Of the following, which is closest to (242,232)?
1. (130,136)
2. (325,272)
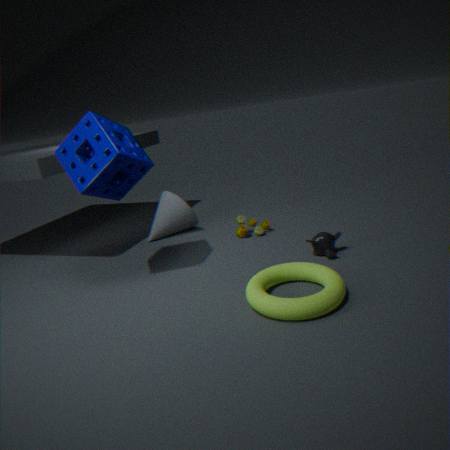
(325,272)
